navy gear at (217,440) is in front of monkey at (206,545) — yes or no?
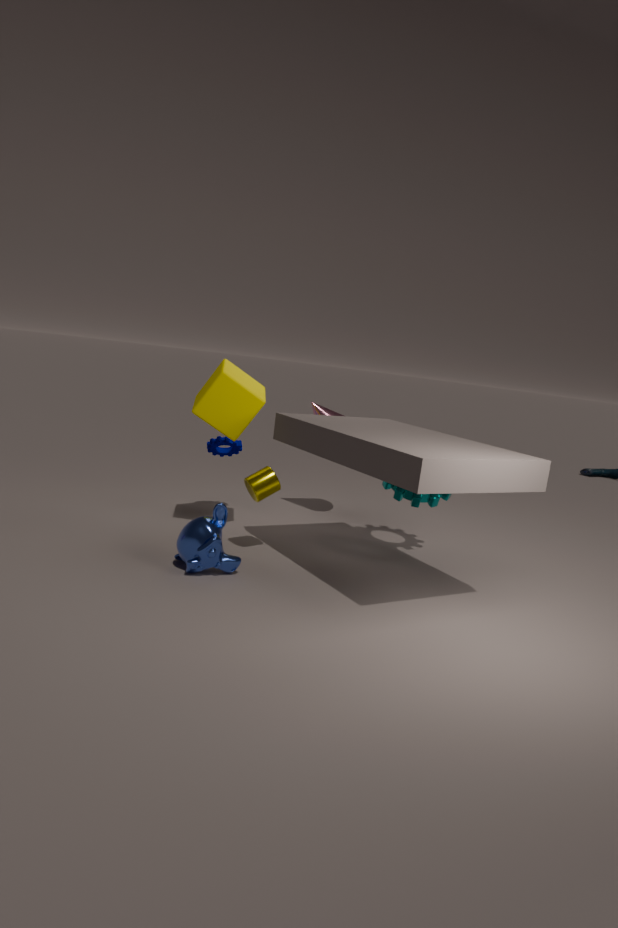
No
